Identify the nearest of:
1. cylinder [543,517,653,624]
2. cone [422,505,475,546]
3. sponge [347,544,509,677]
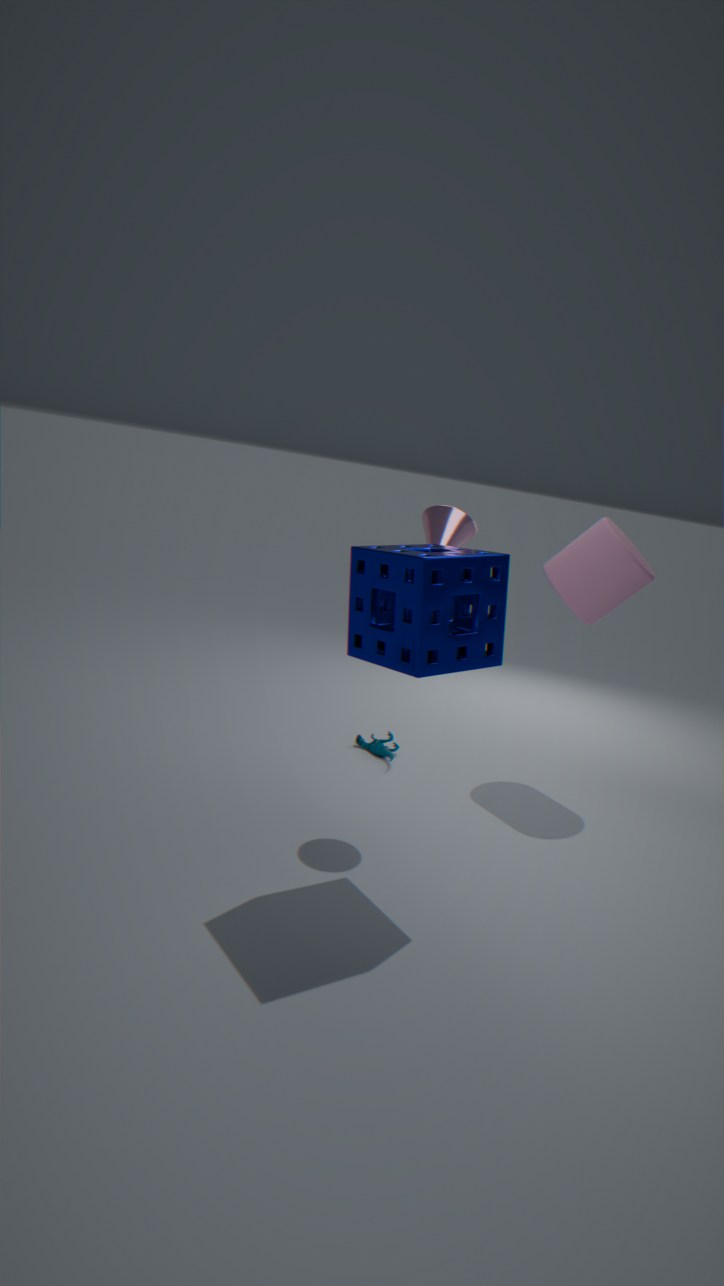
sponge [347,544,509,677]
